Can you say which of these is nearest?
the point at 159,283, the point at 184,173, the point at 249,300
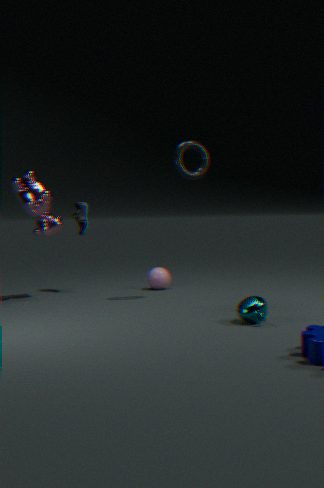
the point at 249,300
